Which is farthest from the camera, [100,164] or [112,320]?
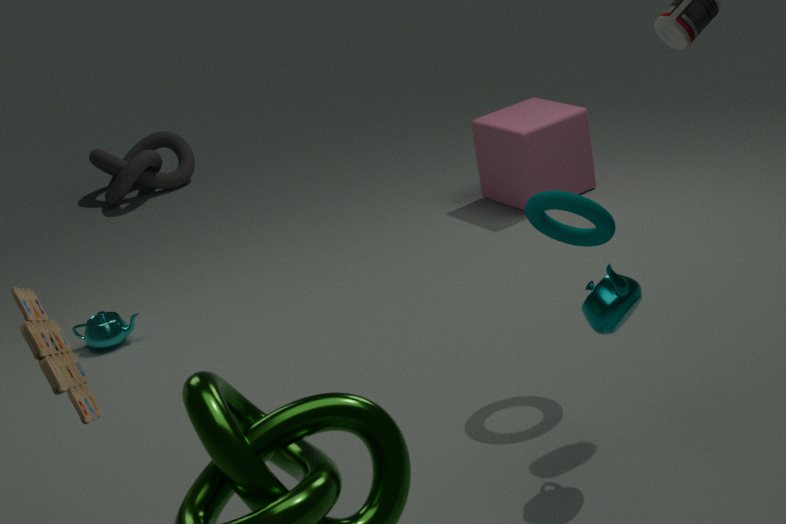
[100,164]
